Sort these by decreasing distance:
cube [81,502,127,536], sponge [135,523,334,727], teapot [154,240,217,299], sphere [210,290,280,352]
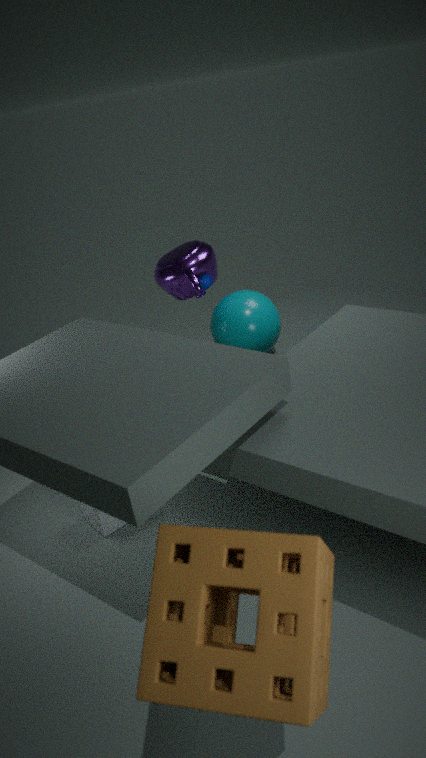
1. sphere [210,290,280,352]
2. teapot [154,240,217,299]
3. cube [81,502,127,536]
4. sponge [135,523,334,727]
